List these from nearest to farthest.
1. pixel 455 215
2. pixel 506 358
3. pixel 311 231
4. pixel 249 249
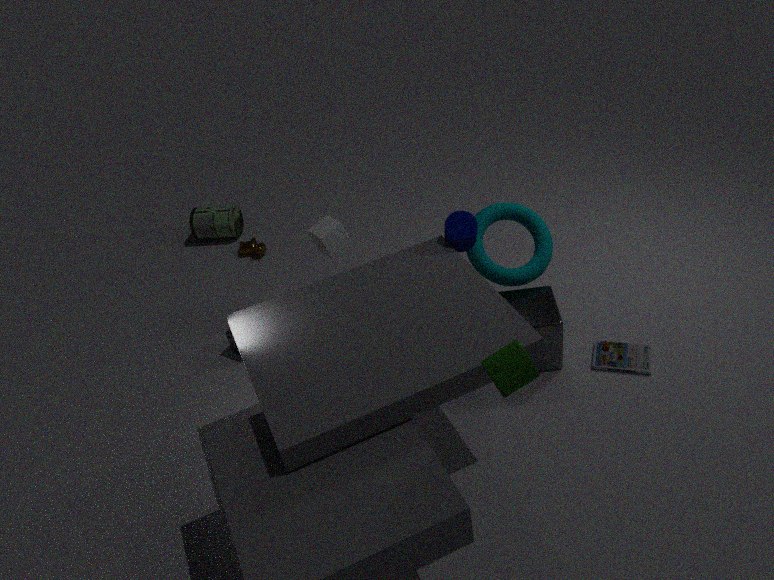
pixel 506 358 → pixel 455 215 → pixel 311 231 → pixel 249 249
